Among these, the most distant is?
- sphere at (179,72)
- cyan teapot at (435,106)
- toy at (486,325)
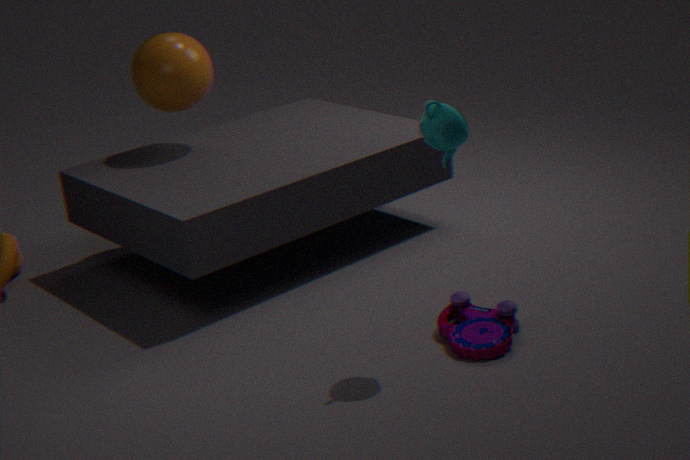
sphere at (179,72)
